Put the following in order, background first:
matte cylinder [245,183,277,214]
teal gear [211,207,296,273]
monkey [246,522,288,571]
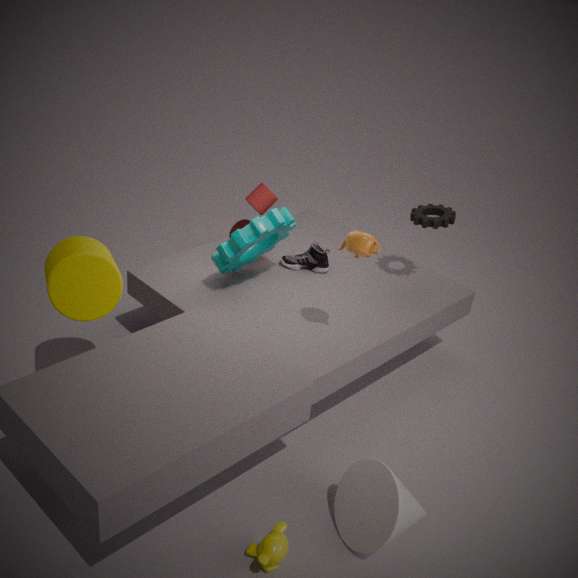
matte cylinder [245,183,277,214]
teal gear [211,207,296,273]
monkey [246,522,288,571]
